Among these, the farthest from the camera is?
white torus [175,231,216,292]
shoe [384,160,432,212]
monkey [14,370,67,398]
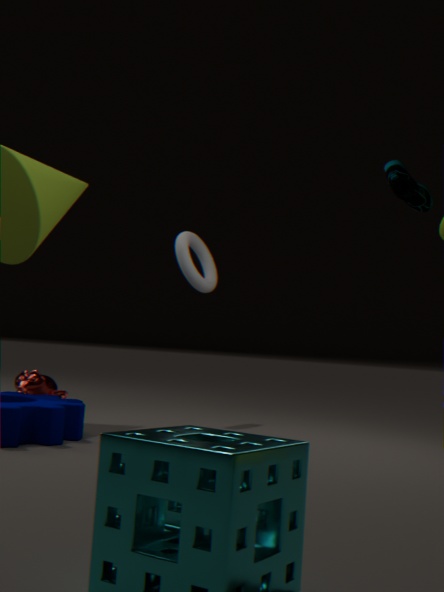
white torus [175,231,216,292]
